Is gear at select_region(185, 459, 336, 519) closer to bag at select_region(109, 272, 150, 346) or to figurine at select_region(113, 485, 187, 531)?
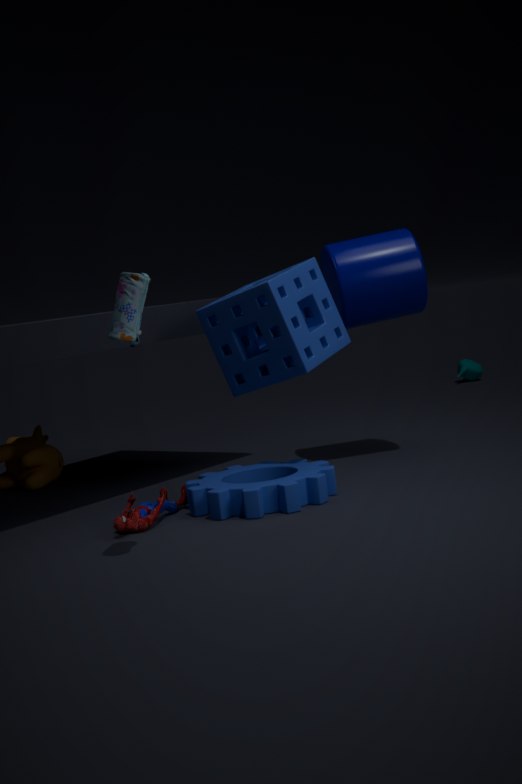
figurine at select_region(113, 485, 187, 531)
